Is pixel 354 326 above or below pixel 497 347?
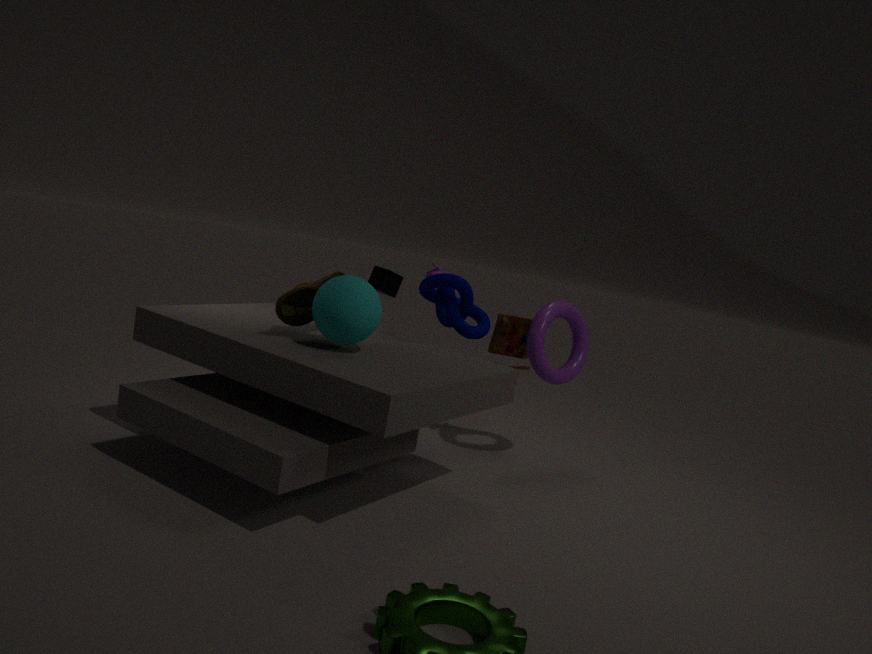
above
